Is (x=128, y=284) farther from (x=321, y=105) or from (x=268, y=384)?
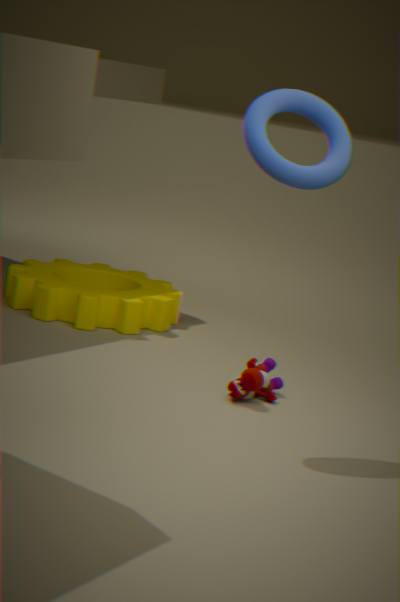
(x=321, y=105)
